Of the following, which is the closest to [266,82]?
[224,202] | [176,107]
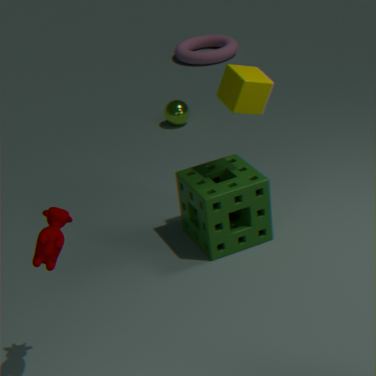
[224,202]
